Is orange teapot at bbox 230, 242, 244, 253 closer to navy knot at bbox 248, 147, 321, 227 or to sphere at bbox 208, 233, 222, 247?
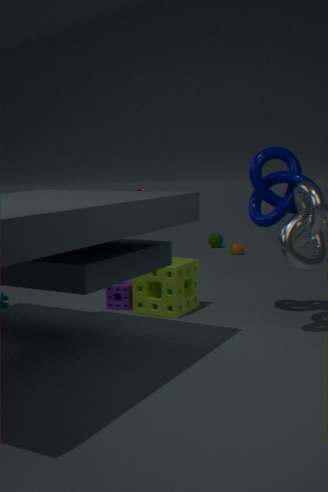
sphere at bbox 208, 233, 222, 247
